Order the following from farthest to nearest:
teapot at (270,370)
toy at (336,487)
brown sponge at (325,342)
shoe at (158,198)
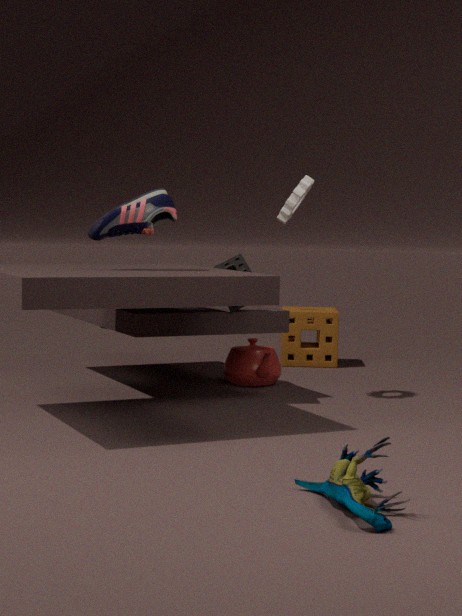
brown sponge at (325,342), teapot at (270,370), shoe at (158,198), toy at (336,487)
